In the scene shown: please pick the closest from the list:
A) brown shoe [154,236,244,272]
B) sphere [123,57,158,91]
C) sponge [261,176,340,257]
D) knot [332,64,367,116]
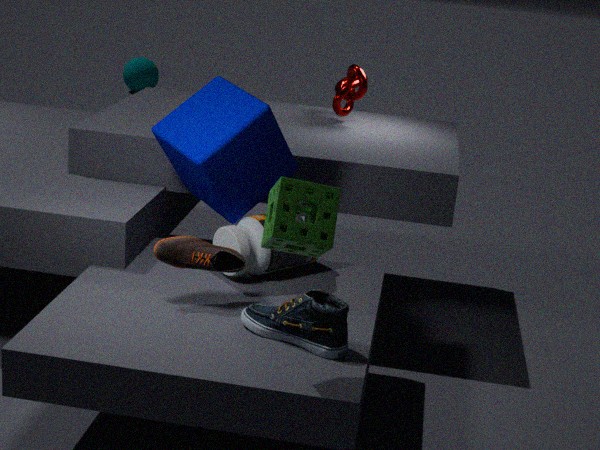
sponge [261,176,340,257]
